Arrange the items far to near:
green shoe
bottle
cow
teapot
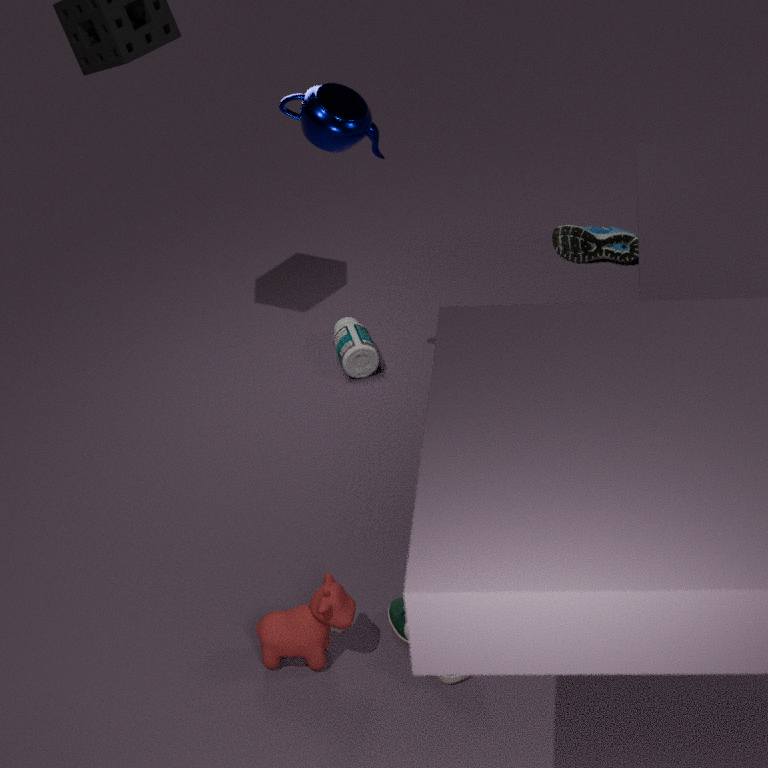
bottle → teapot → green shoe → cow
